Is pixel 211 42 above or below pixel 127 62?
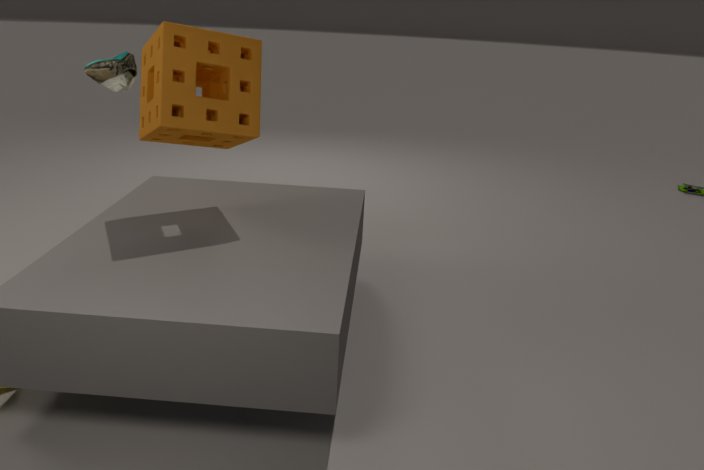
below
